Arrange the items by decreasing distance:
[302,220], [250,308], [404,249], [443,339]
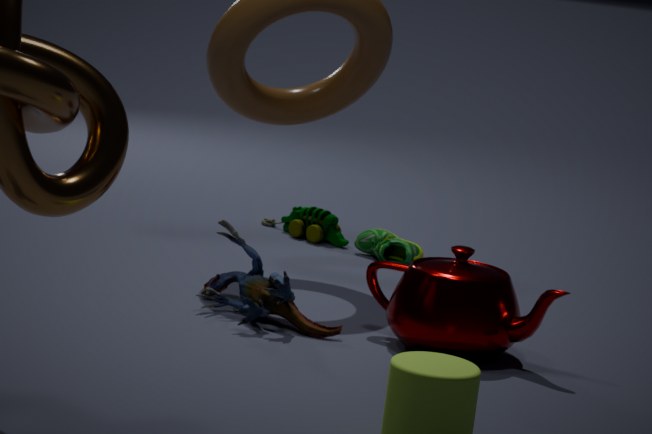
[302,220], [404,249], [250,308], [443,339]
